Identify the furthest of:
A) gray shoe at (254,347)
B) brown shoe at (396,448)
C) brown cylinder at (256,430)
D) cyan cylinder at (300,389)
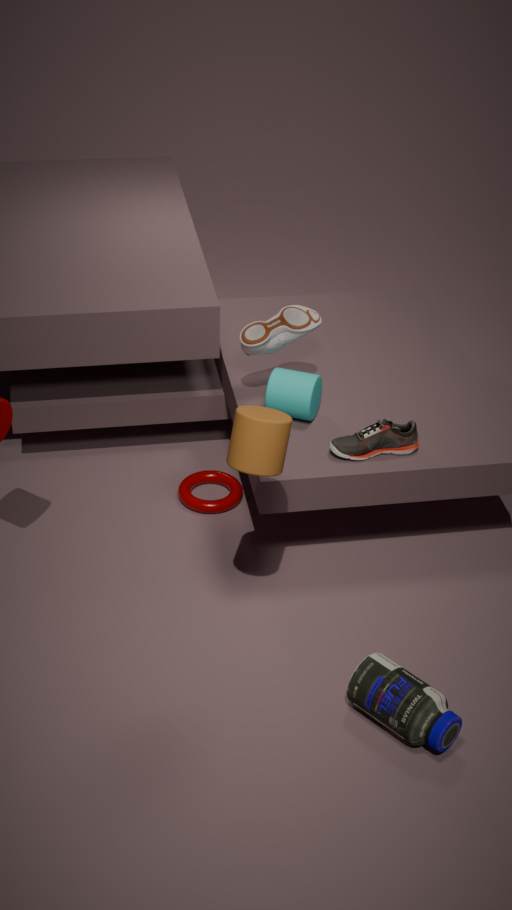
gray shoe at (254,347)
